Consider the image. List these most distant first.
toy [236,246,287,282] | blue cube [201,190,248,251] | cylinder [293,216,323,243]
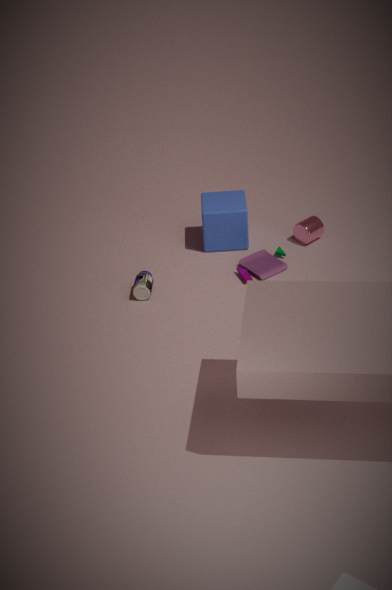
cylinder [293,216,323,243], blue cube [201,190,248,251], toy [236,246,287,282]
